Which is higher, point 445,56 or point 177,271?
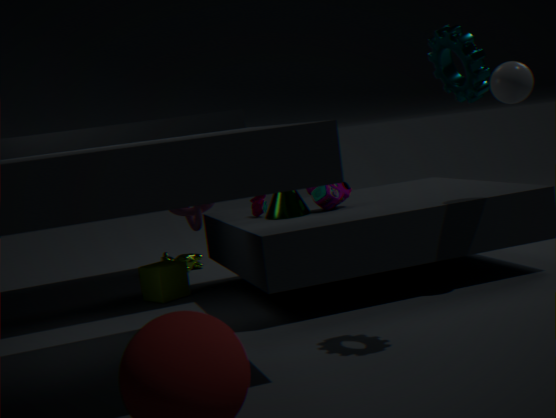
point 445,56
